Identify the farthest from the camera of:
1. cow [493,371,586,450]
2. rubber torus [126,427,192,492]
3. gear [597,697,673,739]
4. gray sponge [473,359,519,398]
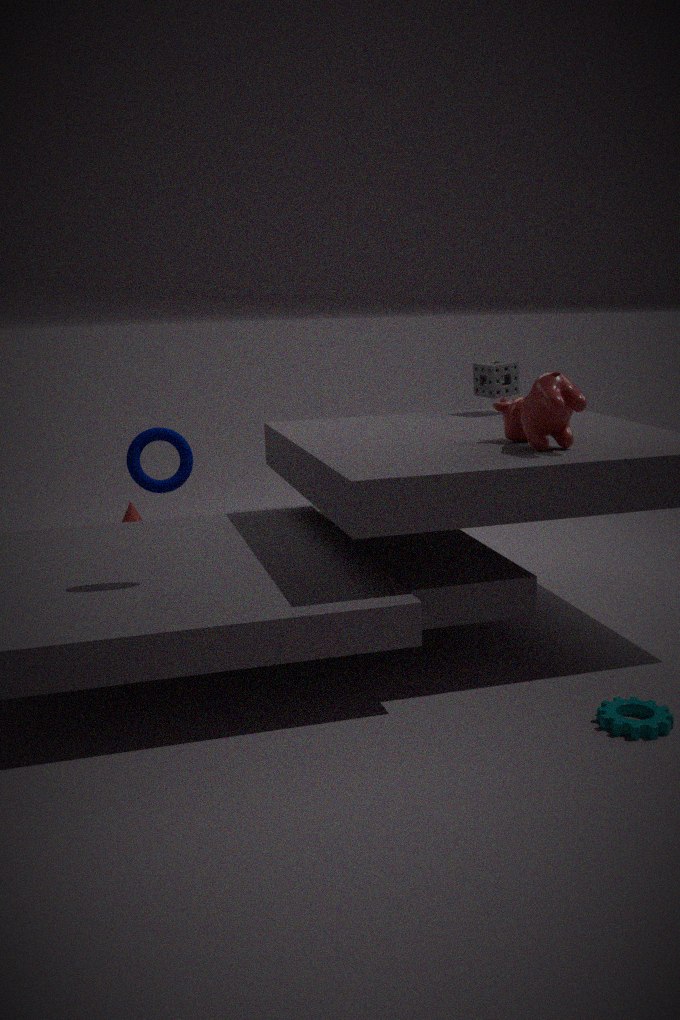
gray sponge [473,359,519,398]
